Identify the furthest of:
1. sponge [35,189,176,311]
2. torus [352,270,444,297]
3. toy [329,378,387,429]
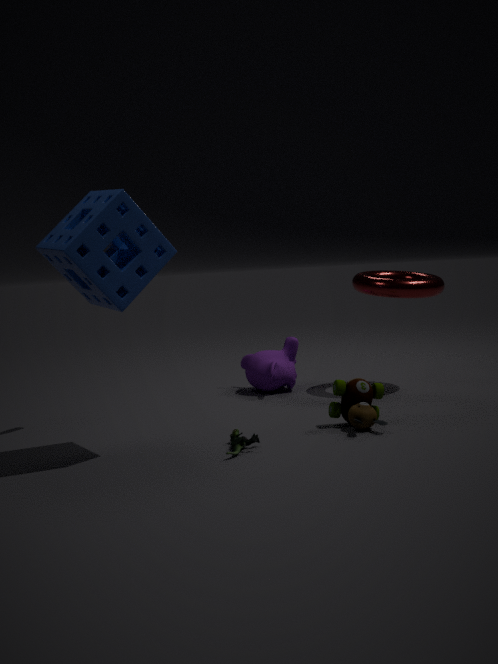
torus [352,270,444,297]
